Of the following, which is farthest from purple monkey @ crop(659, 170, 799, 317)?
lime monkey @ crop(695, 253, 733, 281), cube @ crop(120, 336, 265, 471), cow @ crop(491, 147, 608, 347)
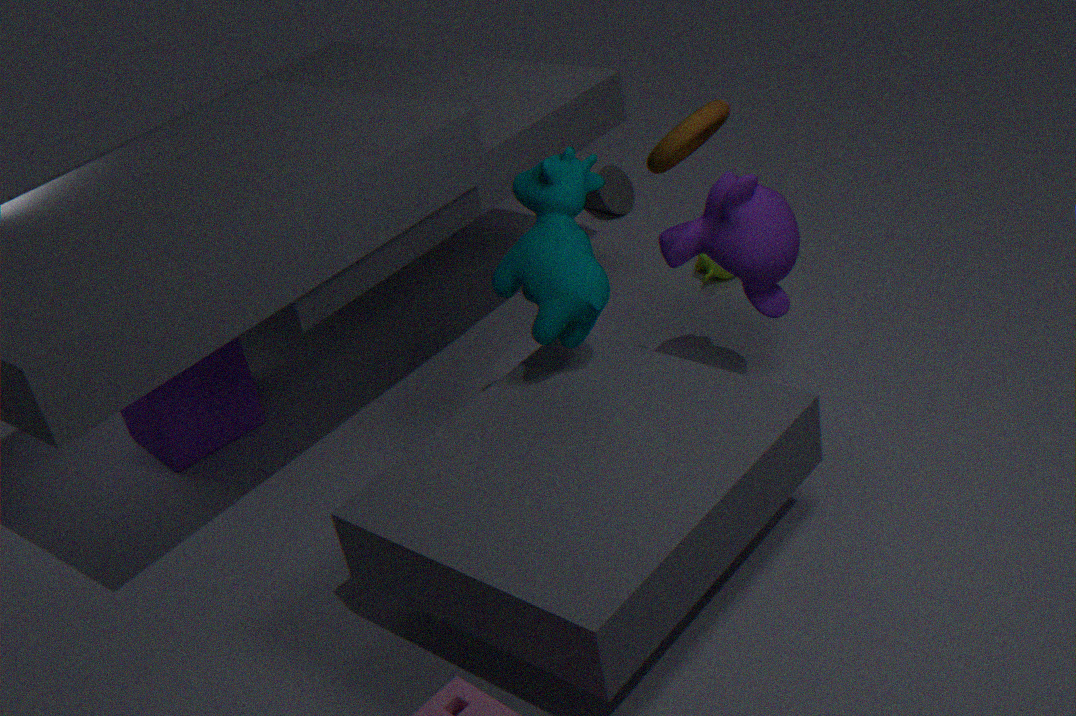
cube @ crop(120, 336, 265, 471)
